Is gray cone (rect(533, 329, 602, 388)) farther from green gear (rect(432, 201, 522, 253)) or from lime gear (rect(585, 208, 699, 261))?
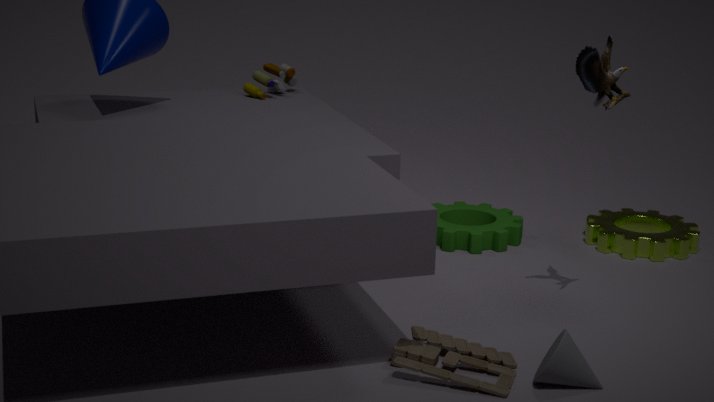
lime gear (rect(585, 208, 699, 261))
